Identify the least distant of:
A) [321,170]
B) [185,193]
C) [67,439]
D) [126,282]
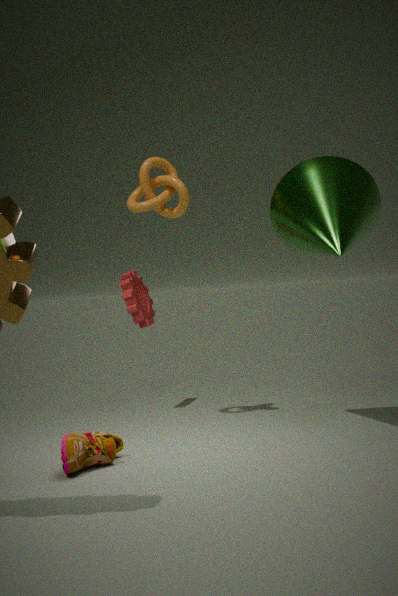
[67,439]
